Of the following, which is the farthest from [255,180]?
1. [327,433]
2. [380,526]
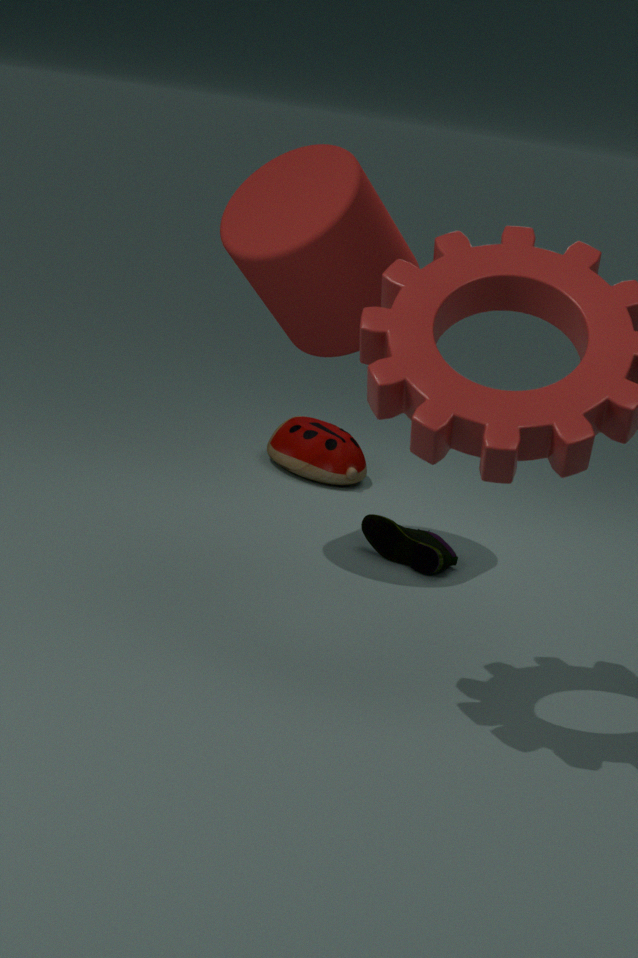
[327,433]
